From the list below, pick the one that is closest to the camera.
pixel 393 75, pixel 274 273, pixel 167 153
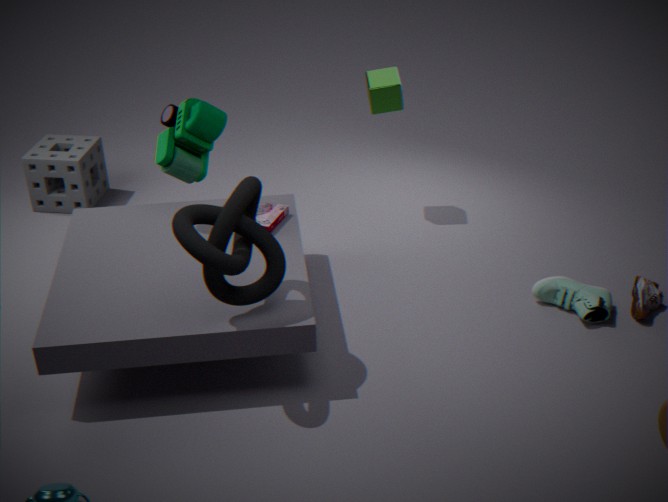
pixel 274 273
